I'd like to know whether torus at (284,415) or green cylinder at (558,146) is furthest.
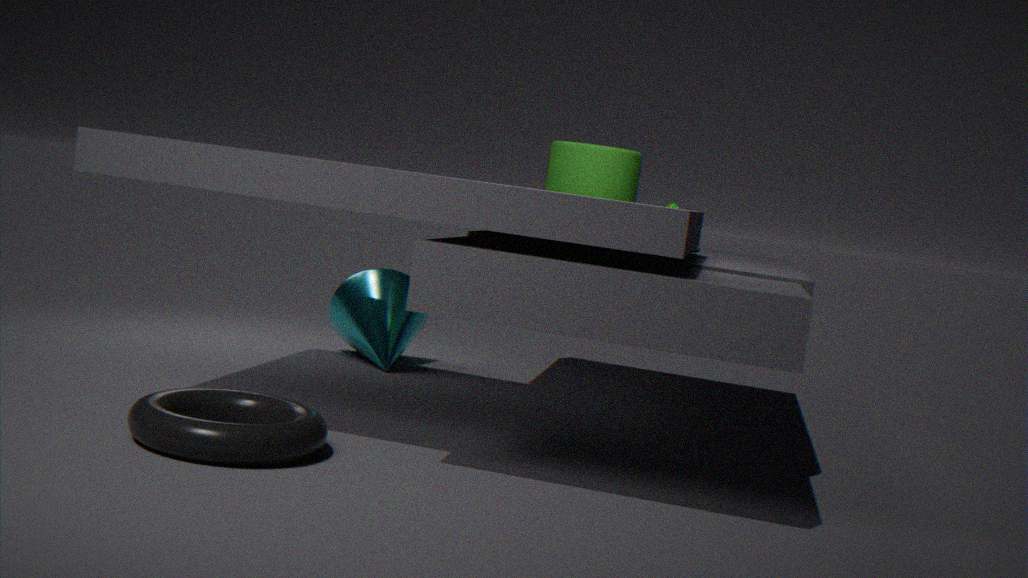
green cylinder at (558,146)
